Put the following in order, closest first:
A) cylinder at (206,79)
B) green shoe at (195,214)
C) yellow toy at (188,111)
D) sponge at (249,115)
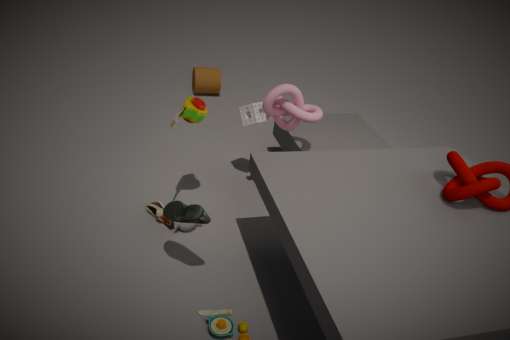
green shoe at (195,214)
yellow toy at (188,111)
sponge at (249,115)
cylinder at (206,79)
